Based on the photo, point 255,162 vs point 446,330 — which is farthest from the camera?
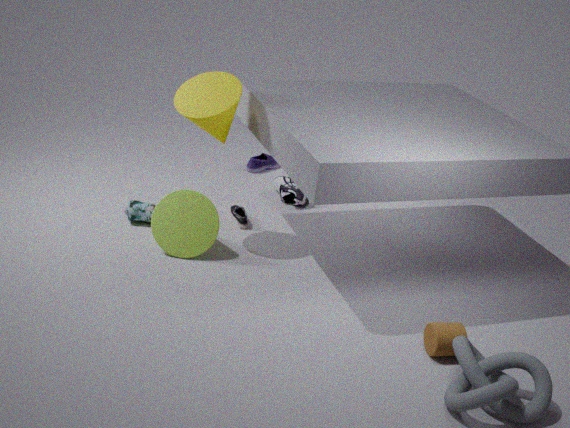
point 255,162
